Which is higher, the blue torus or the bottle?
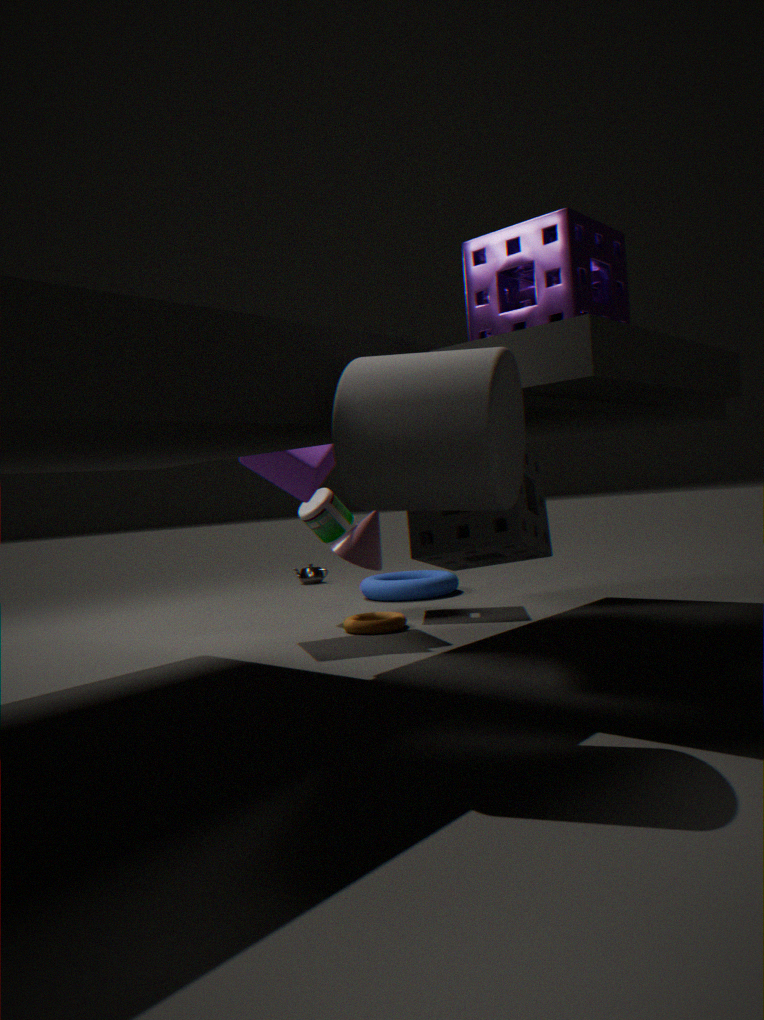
the bottle
